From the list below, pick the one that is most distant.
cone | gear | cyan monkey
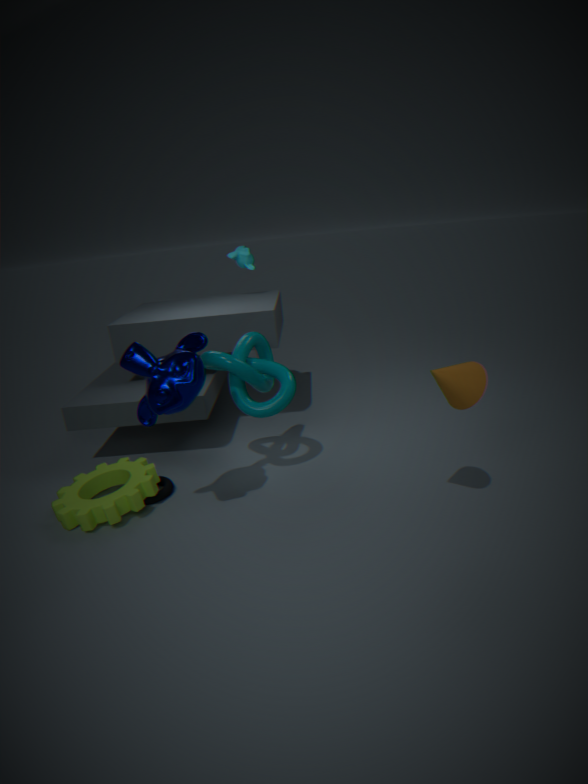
cyan monkey
